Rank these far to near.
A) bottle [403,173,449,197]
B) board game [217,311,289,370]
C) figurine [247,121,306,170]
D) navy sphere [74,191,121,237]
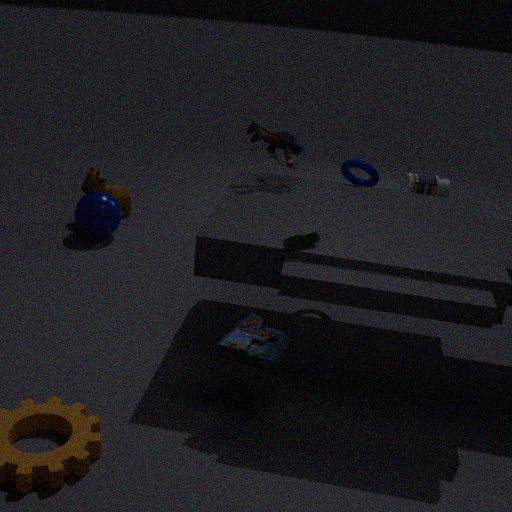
bottle [403,173,449,197]
navy sphere [74,191,121,237]
figurine [247,121,306,170]
board game [217,311,289,370]
